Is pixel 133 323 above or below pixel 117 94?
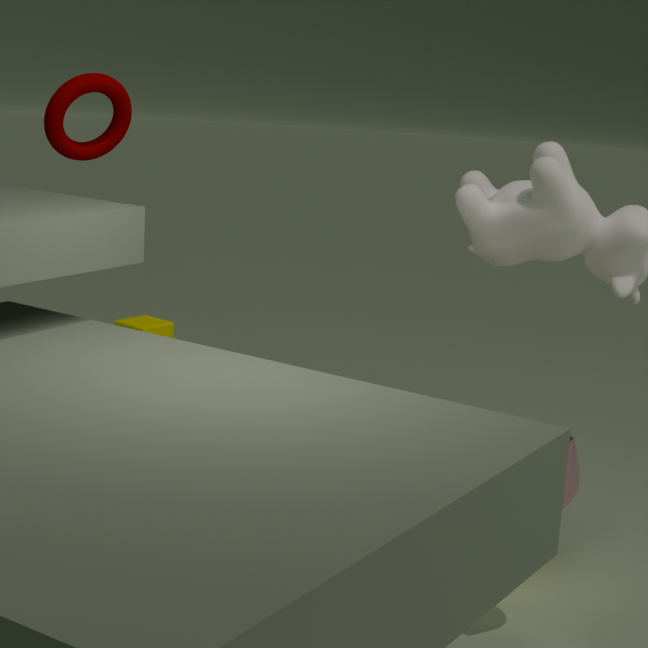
below
